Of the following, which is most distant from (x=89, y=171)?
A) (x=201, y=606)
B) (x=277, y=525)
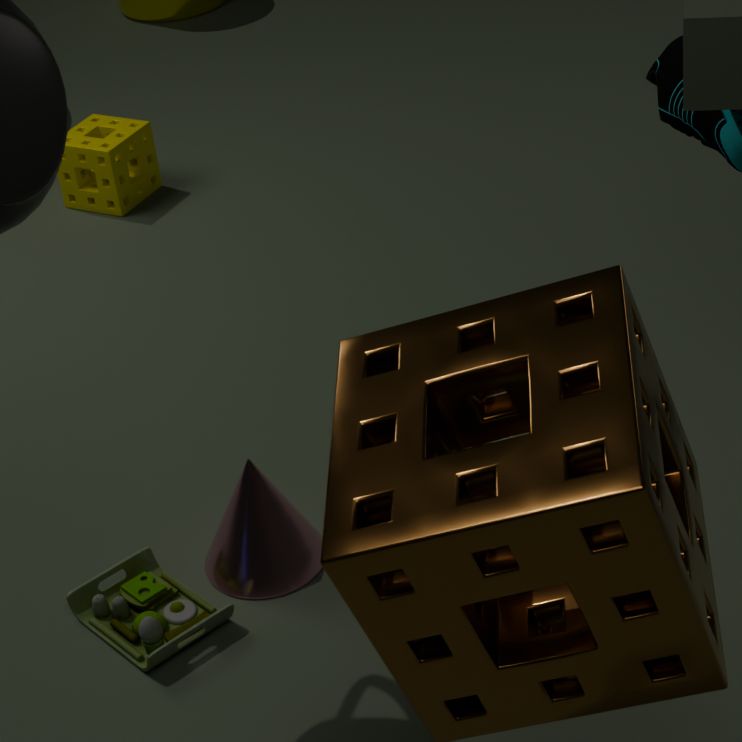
(x=201, y=606)
